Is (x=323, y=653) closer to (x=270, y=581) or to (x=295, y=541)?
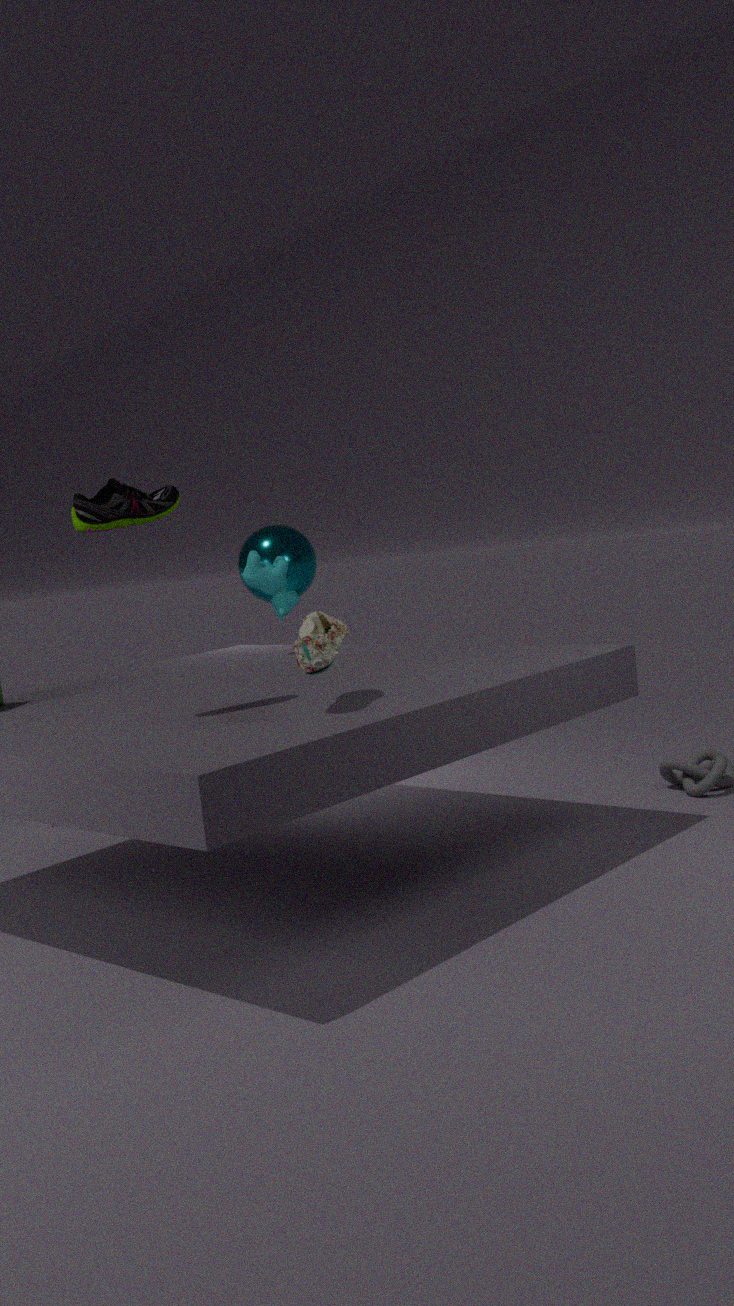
(x=270, y=581)
